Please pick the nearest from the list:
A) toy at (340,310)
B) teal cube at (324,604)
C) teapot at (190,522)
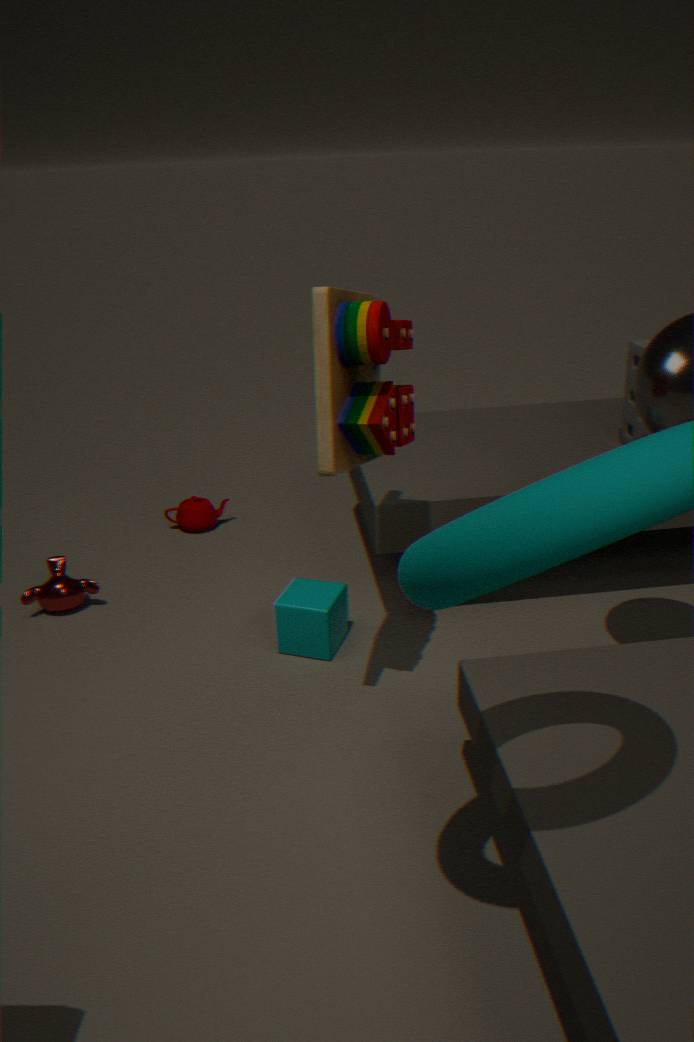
toy at (340,310)
